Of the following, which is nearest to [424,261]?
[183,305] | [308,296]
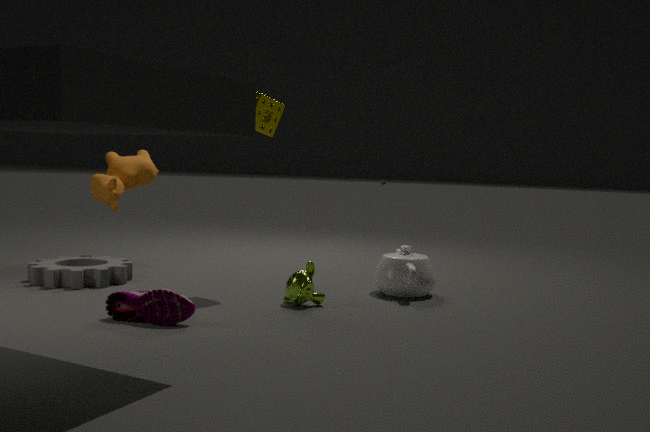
[308,296]
